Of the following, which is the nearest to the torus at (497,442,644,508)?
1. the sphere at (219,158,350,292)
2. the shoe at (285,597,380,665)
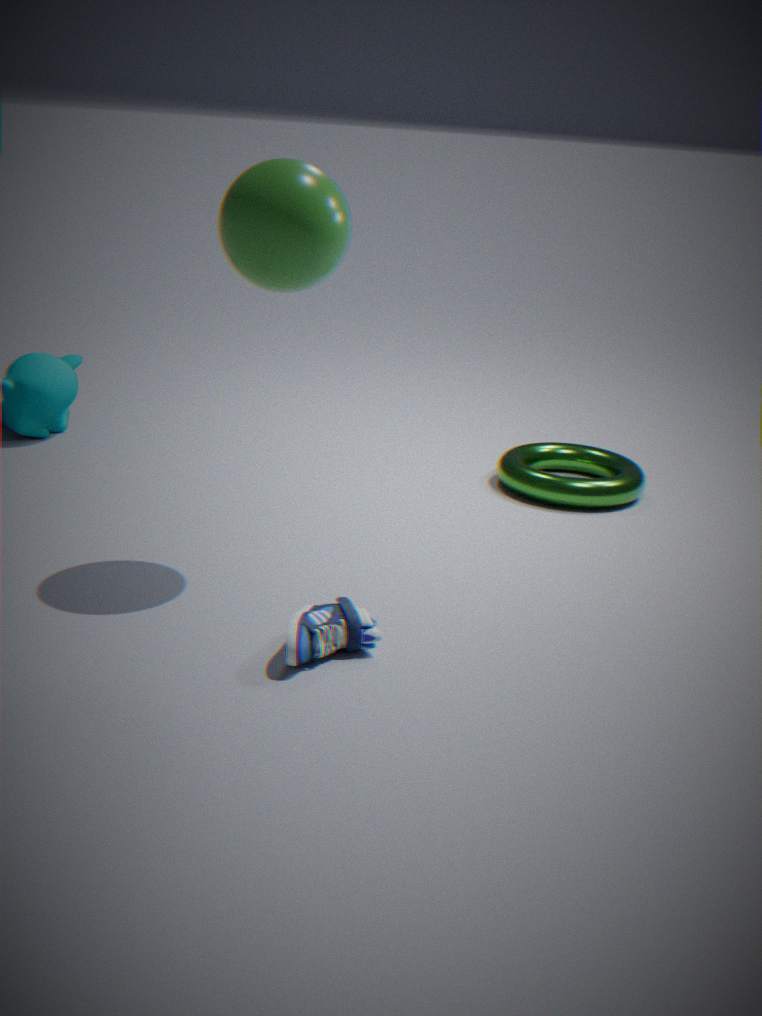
the sphere at (219,158,350,292)
